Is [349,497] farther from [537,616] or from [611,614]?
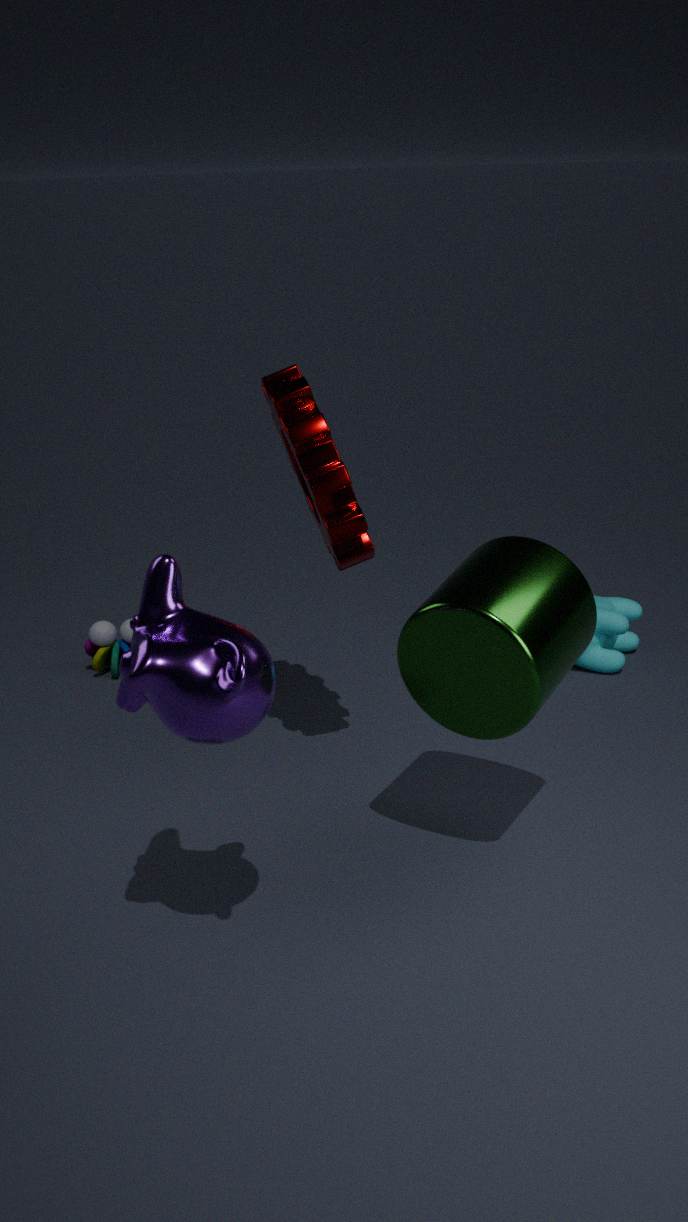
[611,614]
